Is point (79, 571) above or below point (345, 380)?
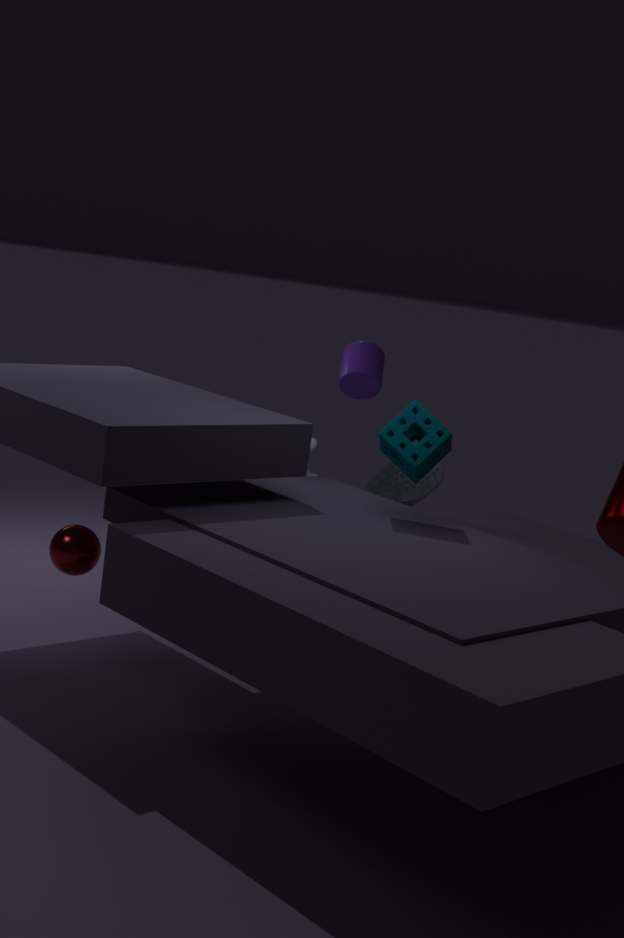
below
